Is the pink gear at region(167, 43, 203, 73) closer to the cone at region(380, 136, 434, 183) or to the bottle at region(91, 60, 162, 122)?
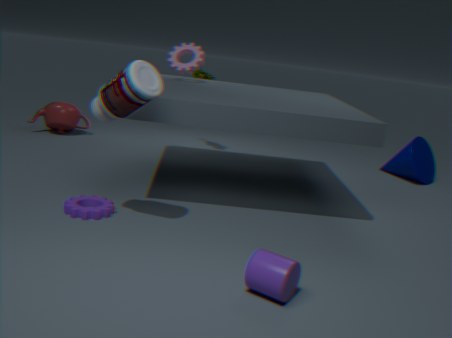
the bottle at region(91, 60, 162, 122)
